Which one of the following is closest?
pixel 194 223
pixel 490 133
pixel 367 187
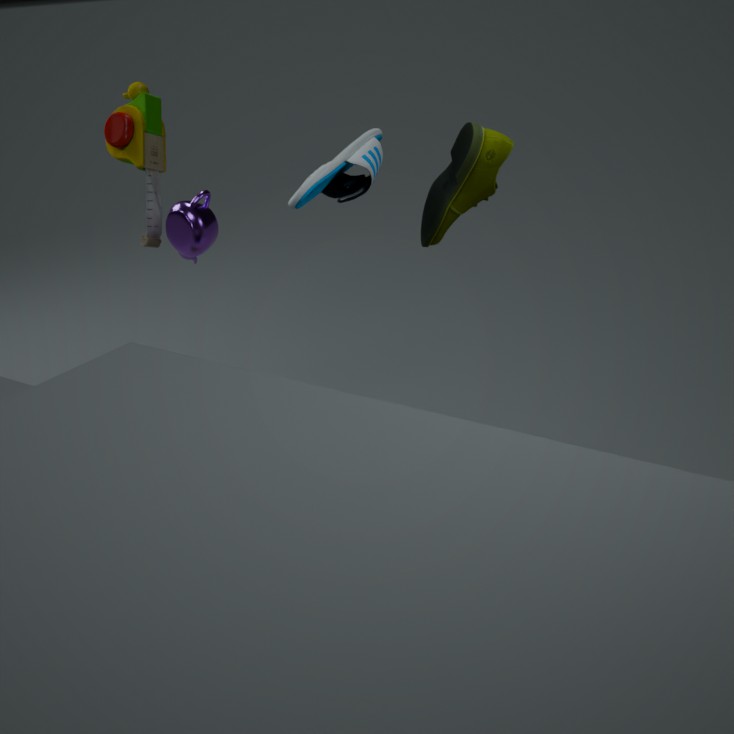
pixel 490 133
